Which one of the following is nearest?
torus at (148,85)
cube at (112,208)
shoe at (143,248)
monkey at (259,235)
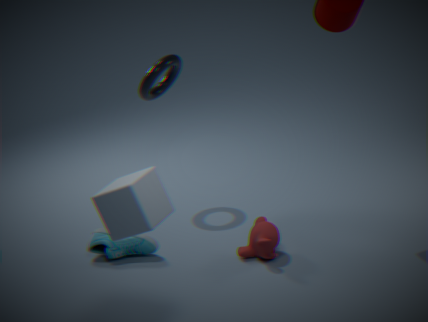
cube at (112,208)
